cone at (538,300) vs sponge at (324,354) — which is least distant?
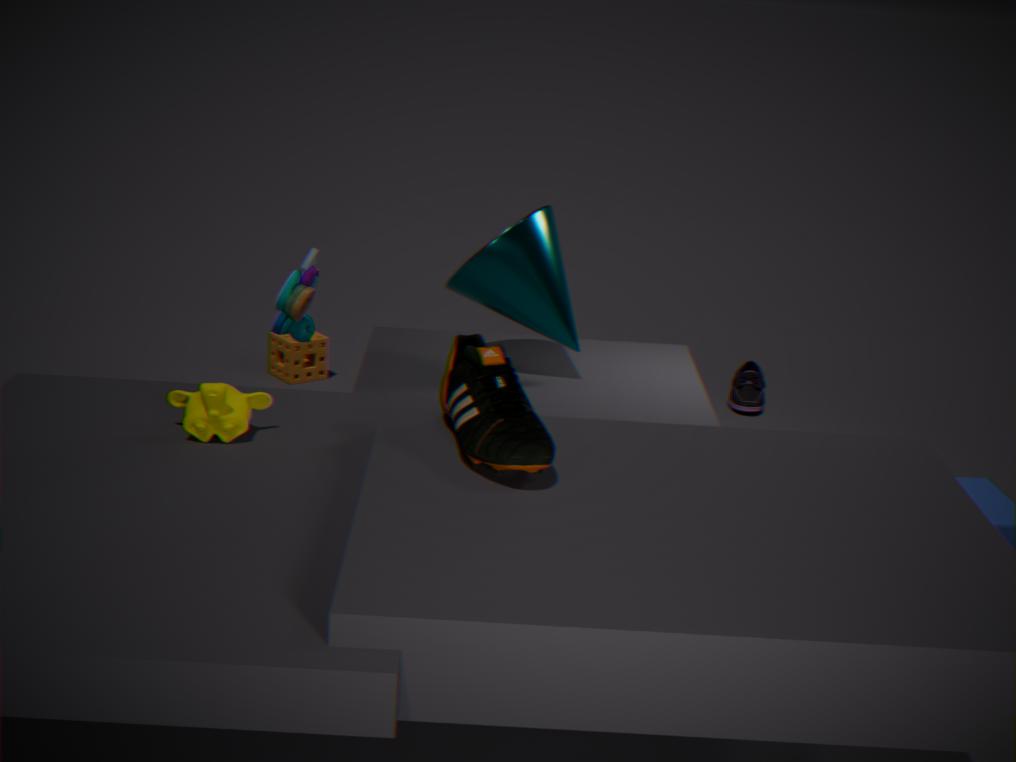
cone at (538,300)
